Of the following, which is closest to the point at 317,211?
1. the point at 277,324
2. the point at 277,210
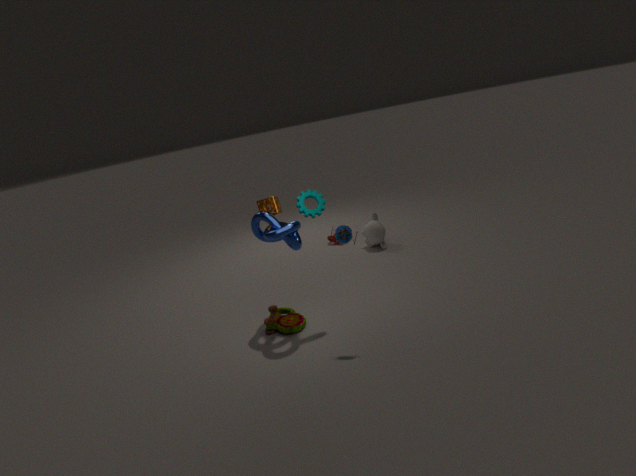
the point at 277,210
